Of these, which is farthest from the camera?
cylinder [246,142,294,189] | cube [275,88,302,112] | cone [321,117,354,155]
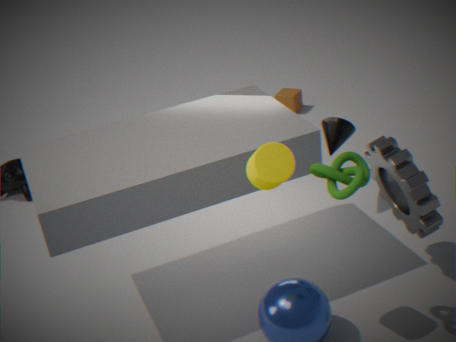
cube [275,88,302,112]
